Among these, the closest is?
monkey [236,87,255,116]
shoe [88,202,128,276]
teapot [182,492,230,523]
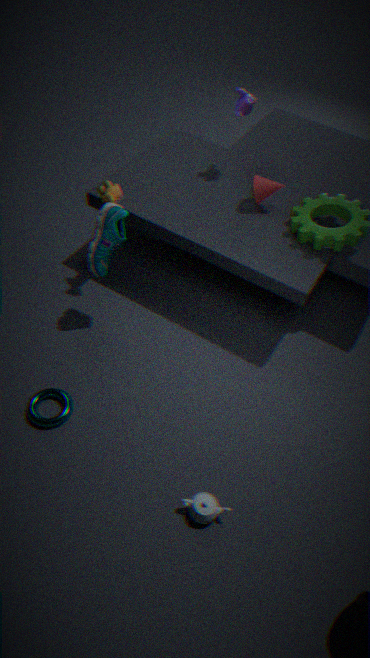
teapot [182,492,230,523]
